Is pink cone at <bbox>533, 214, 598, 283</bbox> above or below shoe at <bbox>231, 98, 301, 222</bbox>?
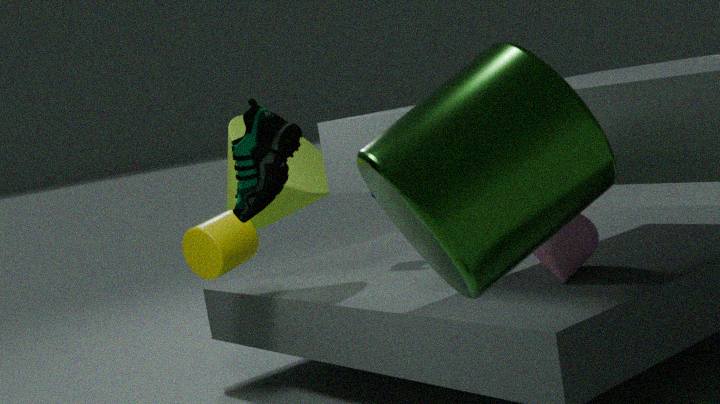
below
